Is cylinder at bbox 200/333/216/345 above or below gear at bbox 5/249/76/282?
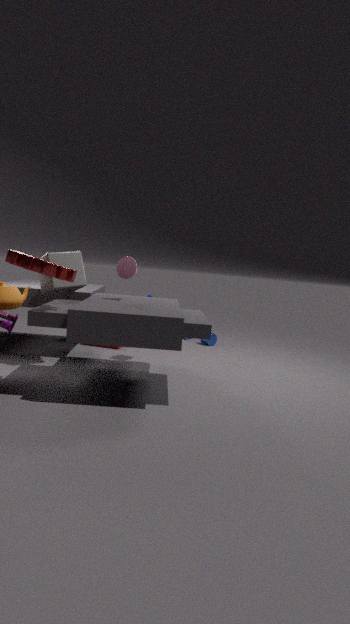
below
